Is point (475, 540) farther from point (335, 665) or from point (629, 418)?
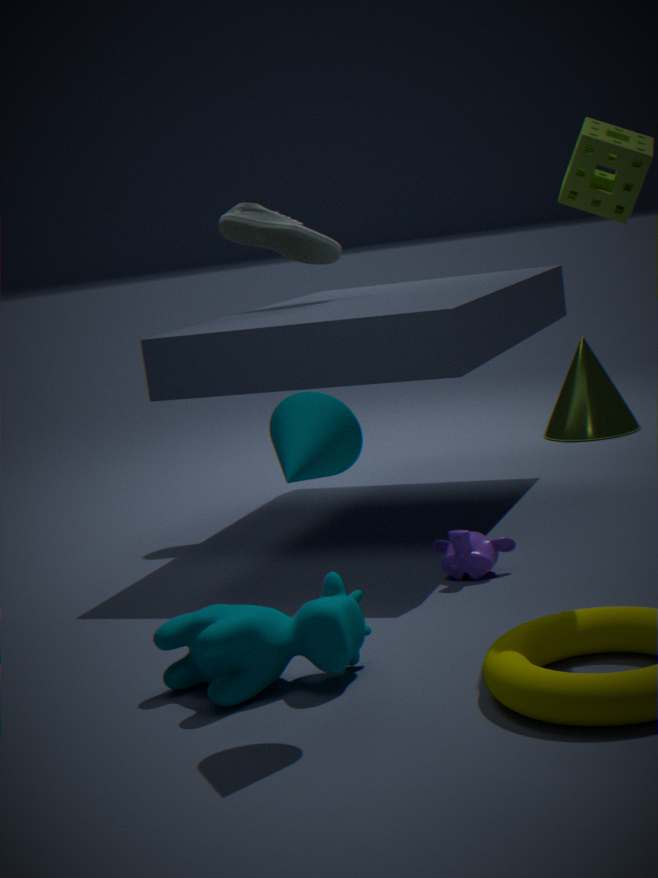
point (629, 418)
